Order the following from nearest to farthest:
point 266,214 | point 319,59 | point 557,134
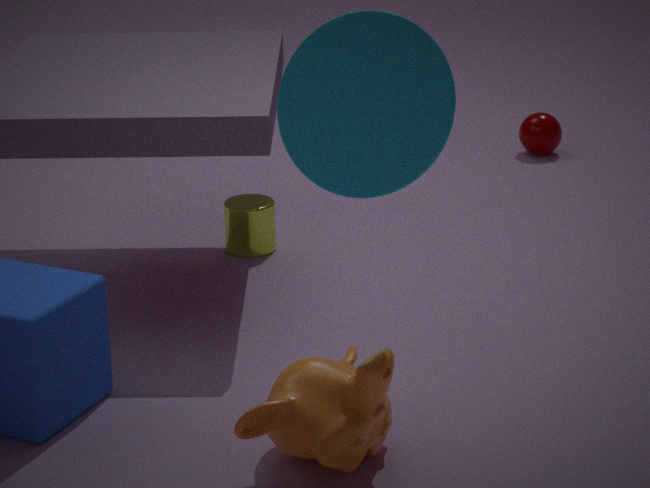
point 319,59
point 266,214
point 557,134
